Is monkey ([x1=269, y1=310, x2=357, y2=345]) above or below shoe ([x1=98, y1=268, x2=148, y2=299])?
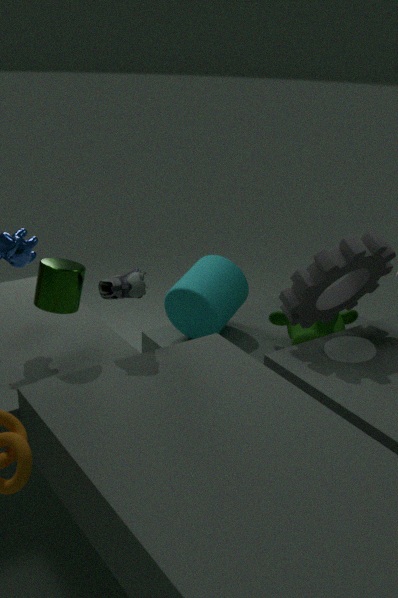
below
